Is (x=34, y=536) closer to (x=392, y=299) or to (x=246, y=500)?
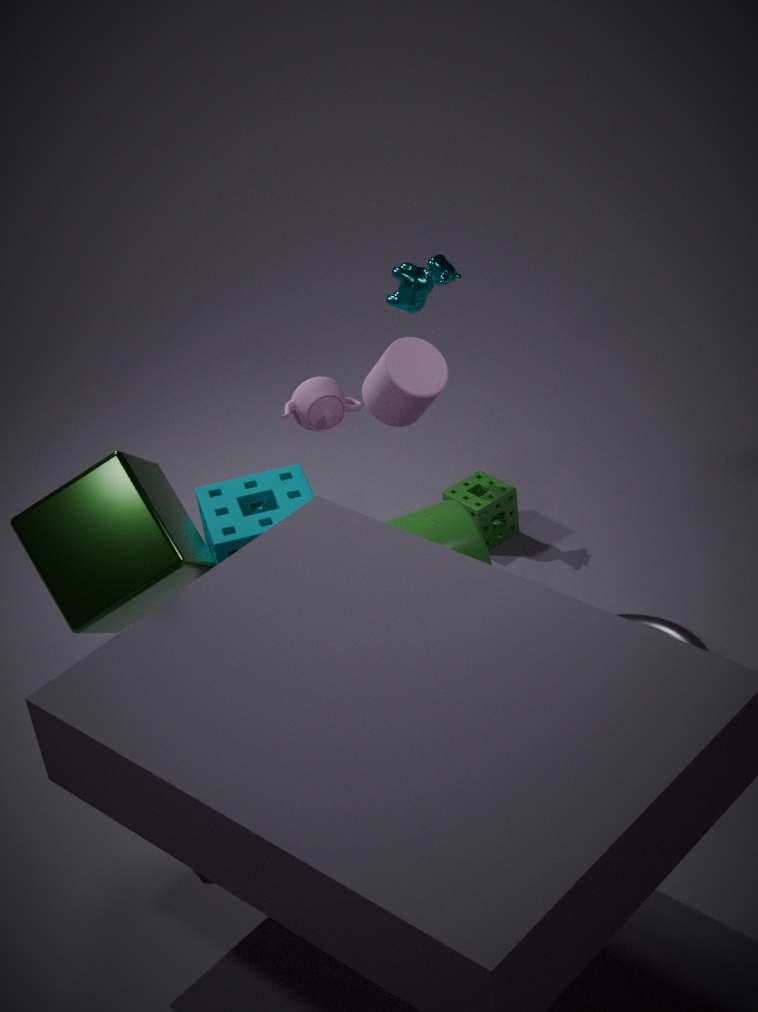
(x=246, y=500)
